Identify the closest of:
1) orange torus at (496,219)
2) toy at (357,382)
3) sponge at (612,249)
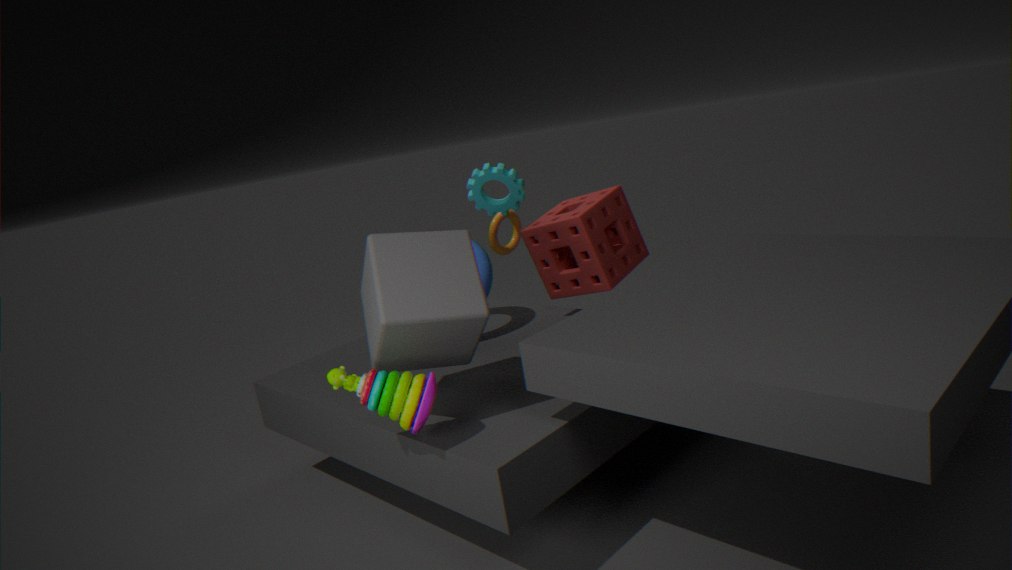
2. toy at (357,382)
